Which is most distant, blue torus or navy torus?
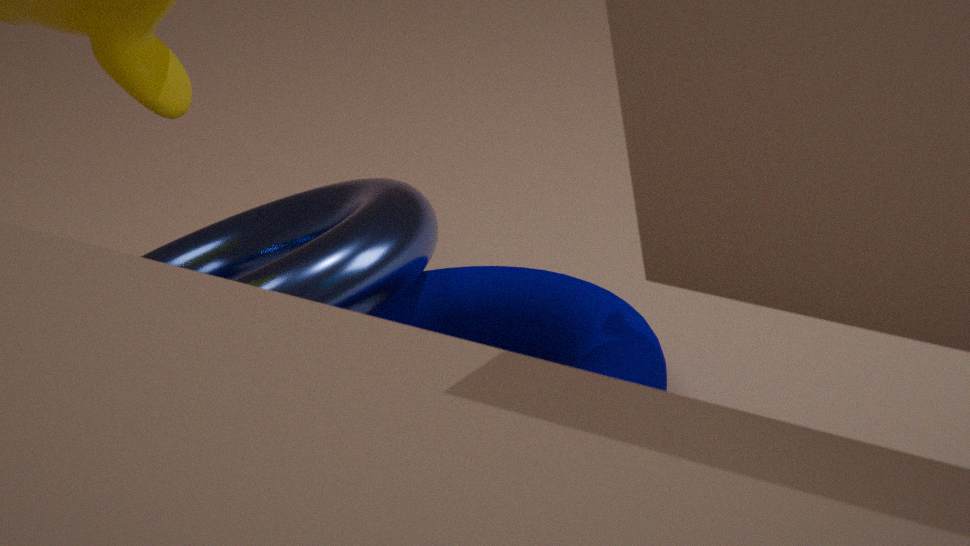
blue torus
